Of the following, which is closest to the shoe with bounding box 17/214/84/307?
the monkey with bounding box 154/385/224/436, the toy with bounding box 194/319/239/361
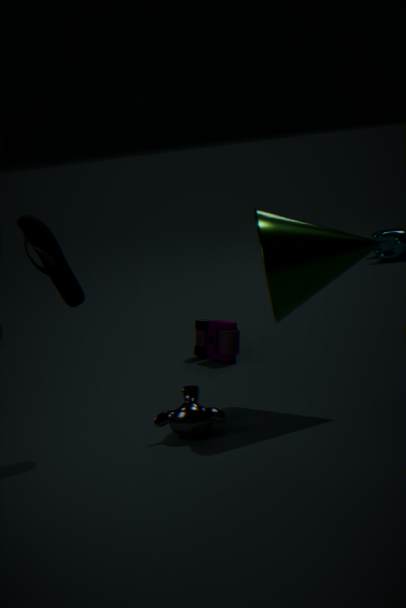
the monkey with bounding box 154/385/224/436
